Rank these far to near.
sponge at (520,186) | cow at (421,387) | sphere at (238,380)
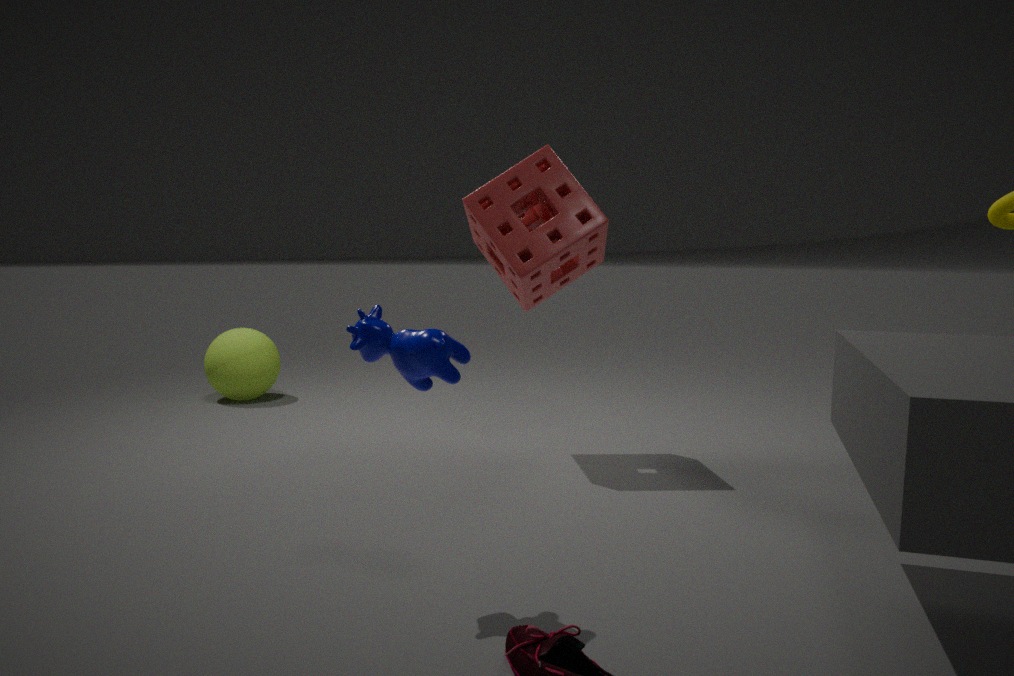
sphere at (238,380)
sponge at (520,186)
cow at (421,387)
